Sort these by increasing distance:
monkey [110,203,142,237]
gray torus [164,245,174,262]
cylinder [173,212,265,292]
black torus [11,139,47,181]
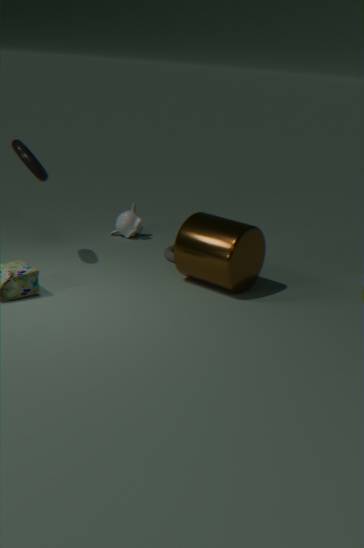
cylinder [173,212,265,292]
black torus [11,139,47,181]
gray torus [164,245,174,262]
monkey [110,203,142,237]
